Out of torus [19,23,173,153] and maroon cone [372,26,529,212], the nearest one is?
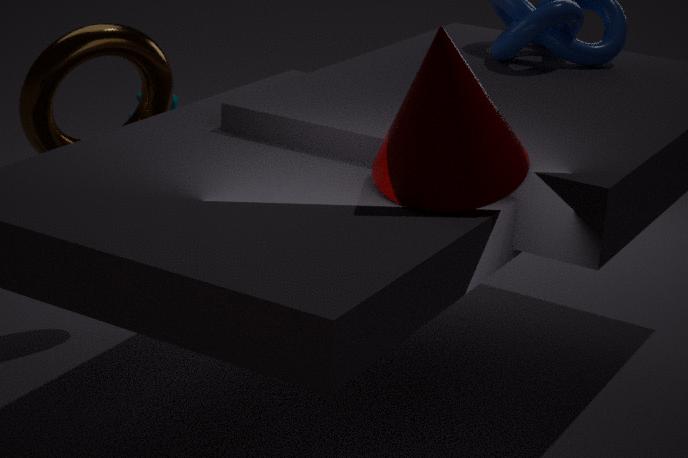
maroon cone [372,26,529,212]
